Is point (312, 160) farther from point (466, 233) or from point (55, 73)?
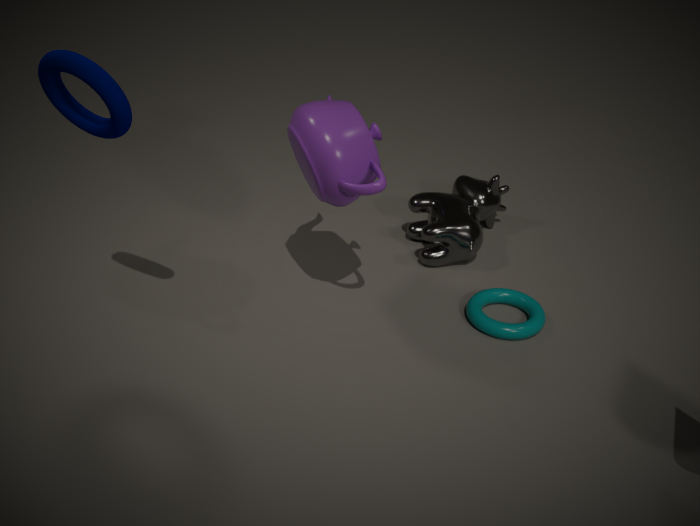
point (466, 233)
